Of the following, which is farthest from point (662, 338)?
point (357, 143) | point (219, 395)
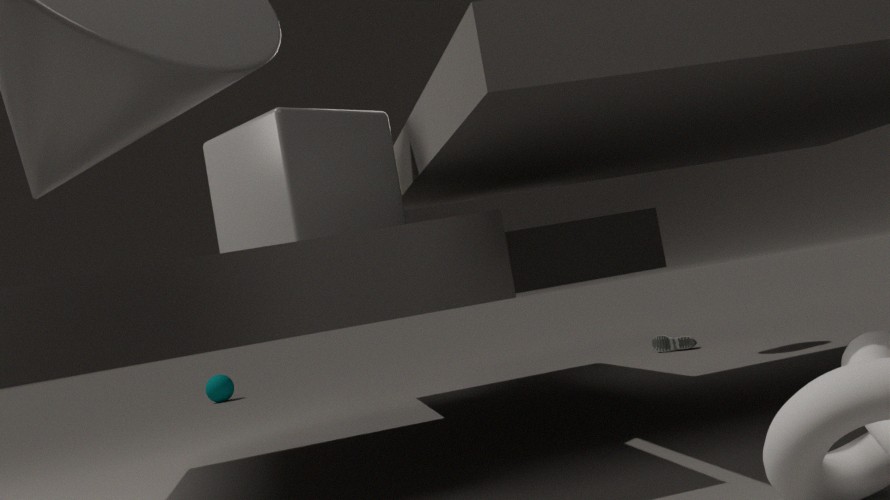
point (219, 395)
